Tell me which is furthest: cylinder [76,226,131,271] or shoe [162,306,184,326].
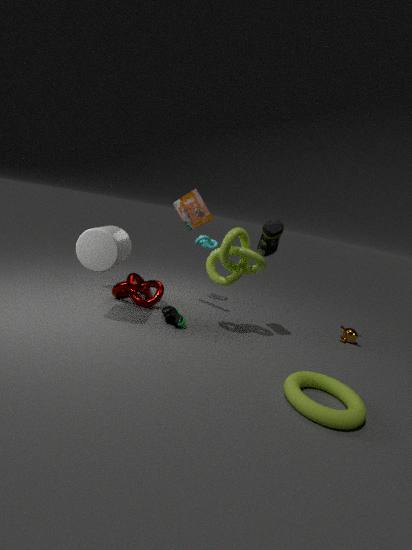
shoe [162,306,184,326]
